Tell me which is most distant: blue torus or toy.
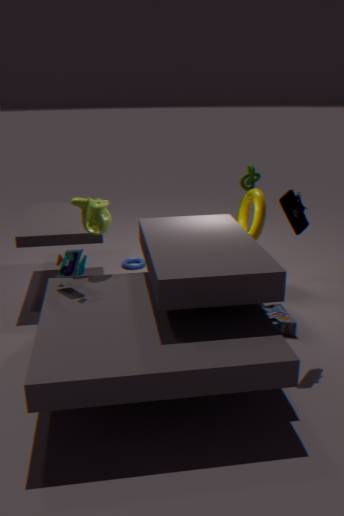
blue torus
